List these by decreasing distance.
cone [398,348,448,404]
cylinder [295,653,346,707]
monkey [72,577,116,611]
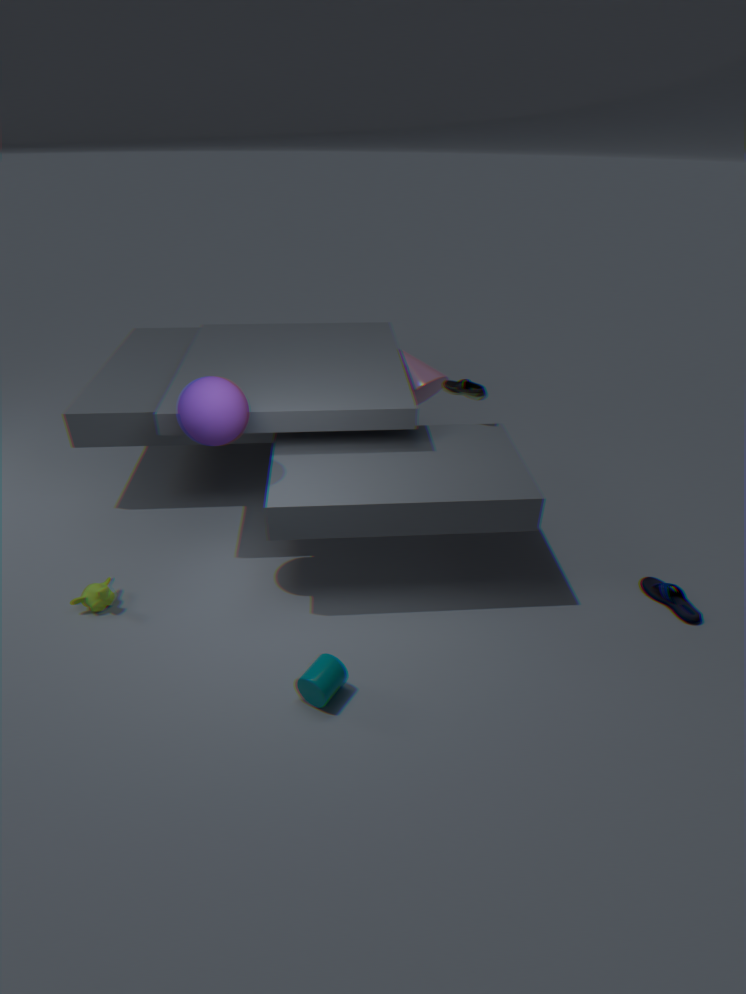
cone [398,348,448,404]
monkey [72,577,116,611]
cylinder [295,653,346,707]
